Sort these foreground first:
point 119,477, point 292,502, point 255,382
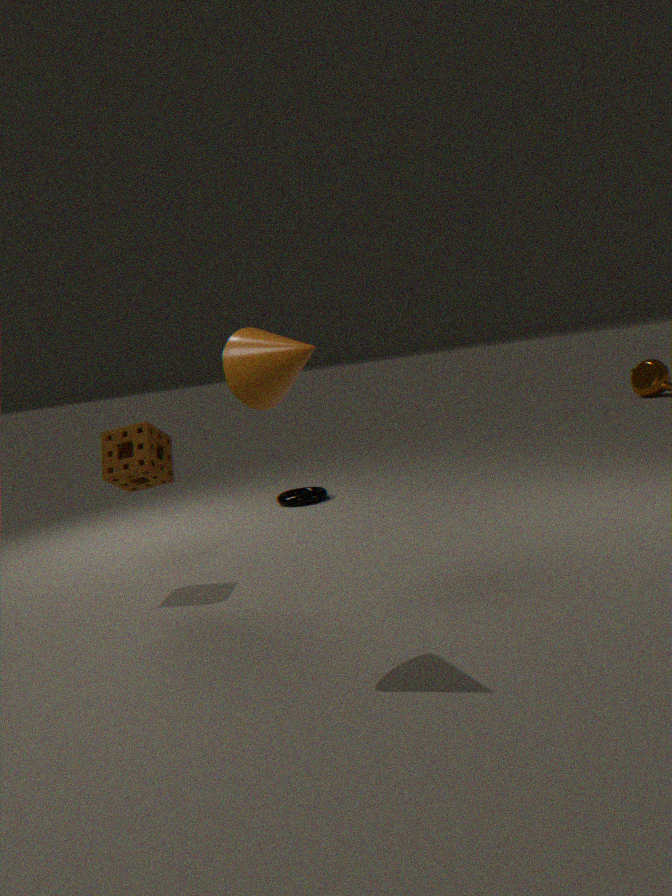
point 255,382
point 119,477
point 292,502
